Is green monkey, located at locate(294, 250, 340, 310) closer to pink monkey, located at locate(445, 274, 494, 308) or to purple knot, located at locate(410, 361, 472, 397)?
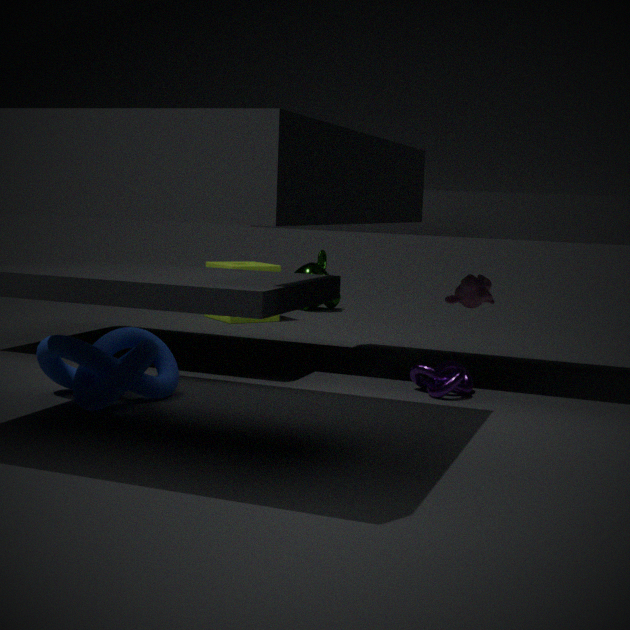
pink monkey, located at locate(445, 274, 494, 308)
